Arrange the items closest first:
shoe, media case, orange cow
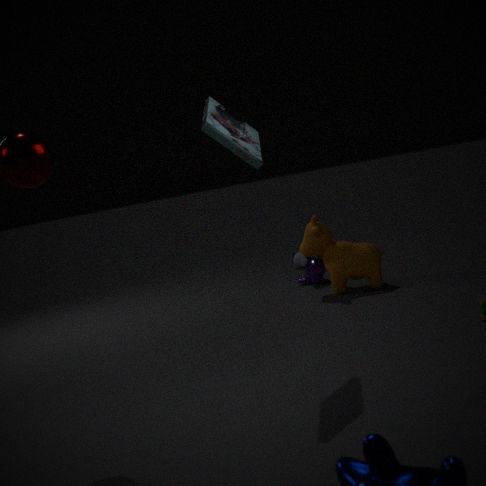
media case < orange cow < shoe
